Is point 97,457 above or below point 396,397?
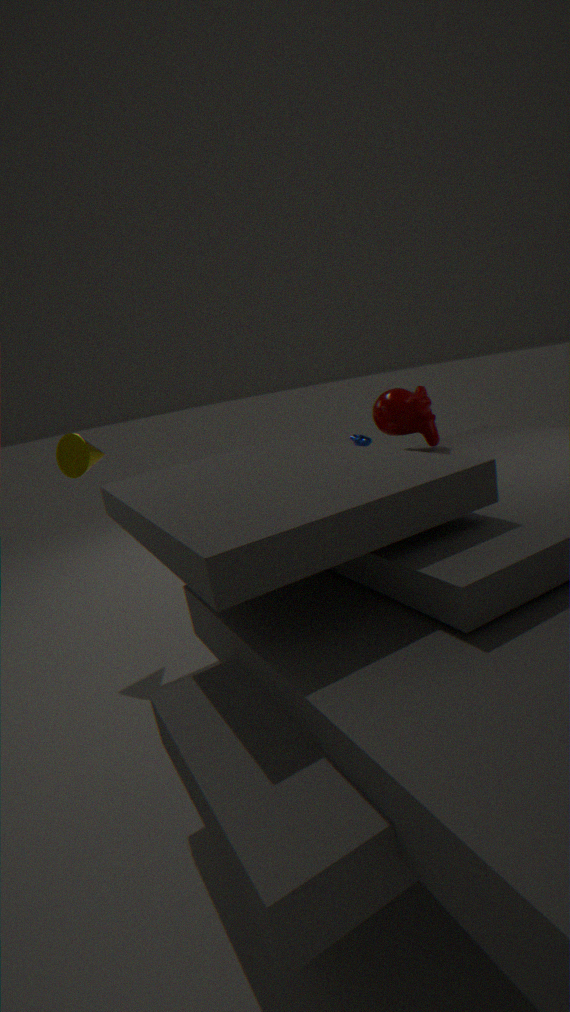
above
